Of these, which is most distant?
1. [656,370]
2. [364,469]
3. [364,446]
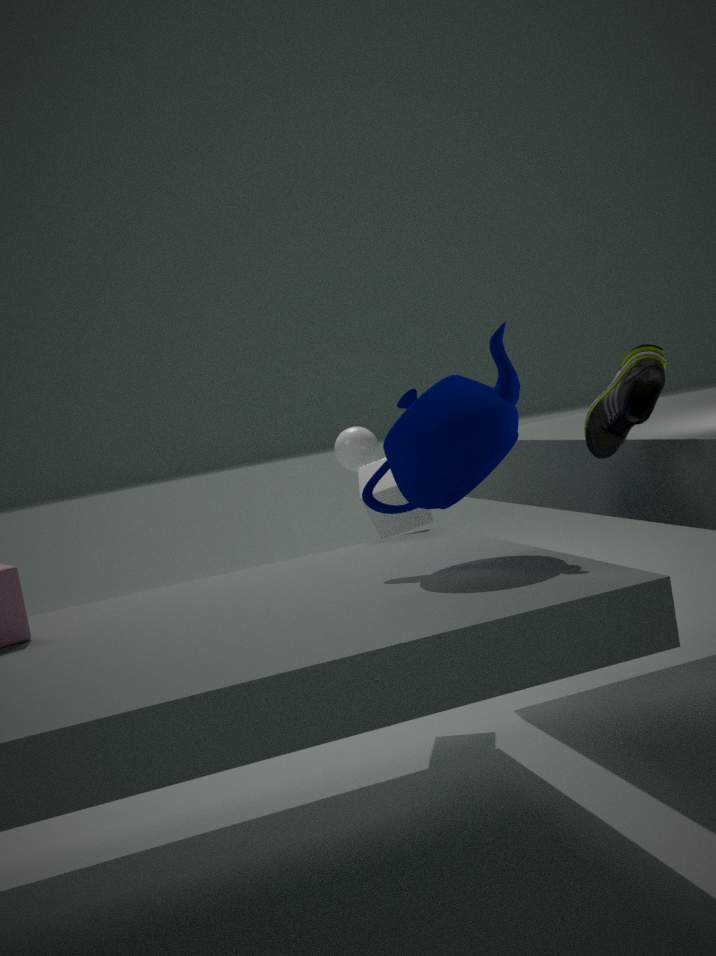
[364,446]
